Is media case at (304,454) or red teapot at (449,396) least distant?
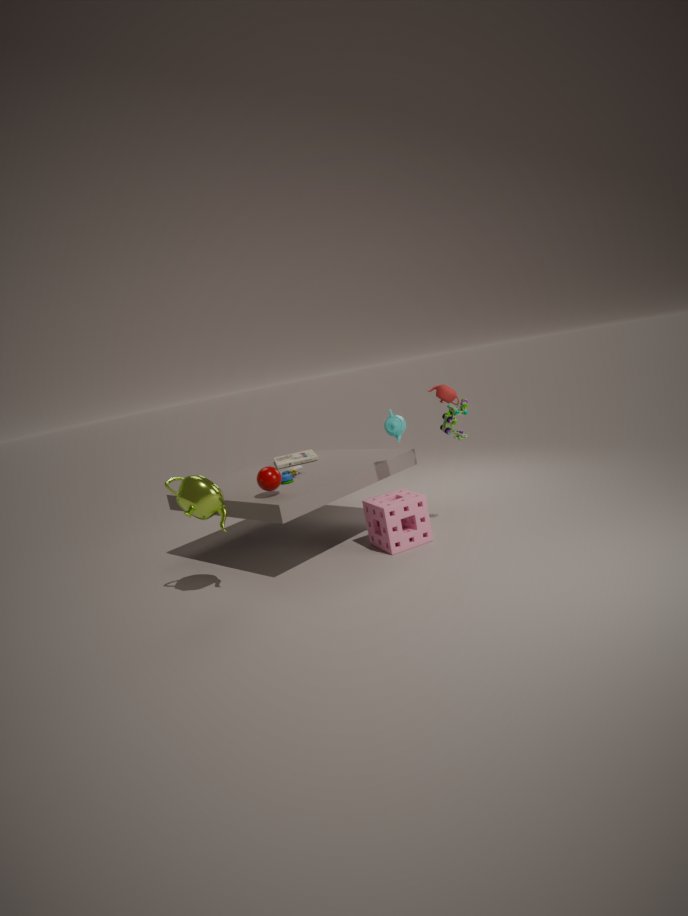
red teapot at (449,396)
